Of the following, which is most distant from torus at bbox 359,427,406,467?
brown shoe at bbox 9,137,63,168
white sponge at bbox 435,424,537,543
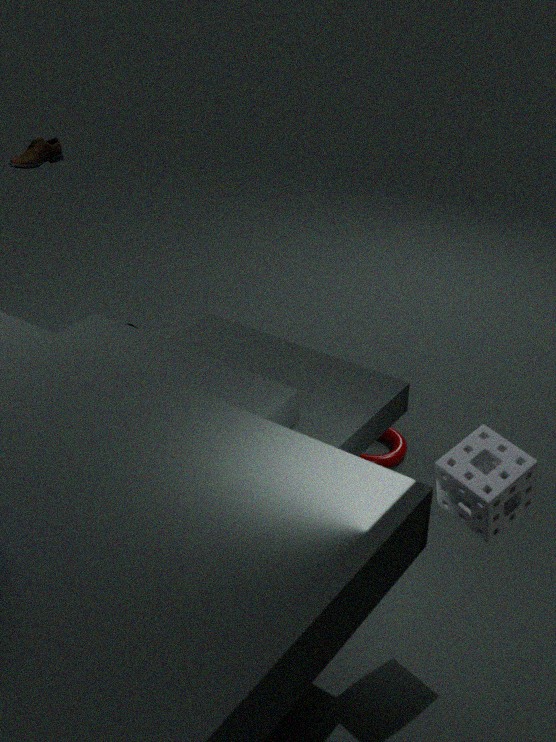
brown shoe at bbox 9,137,63,168
